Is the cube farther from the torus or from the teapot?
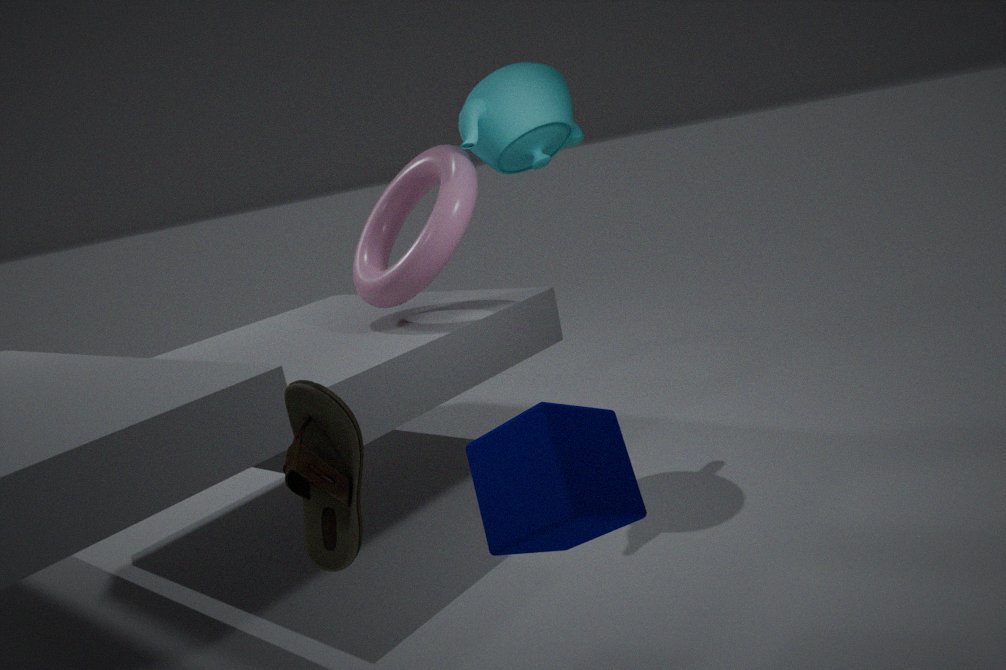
the teapot
